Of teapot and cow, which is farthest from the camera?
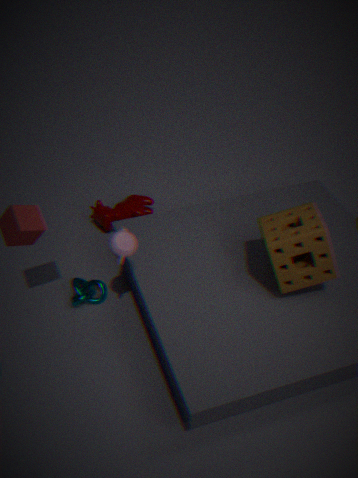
cow
